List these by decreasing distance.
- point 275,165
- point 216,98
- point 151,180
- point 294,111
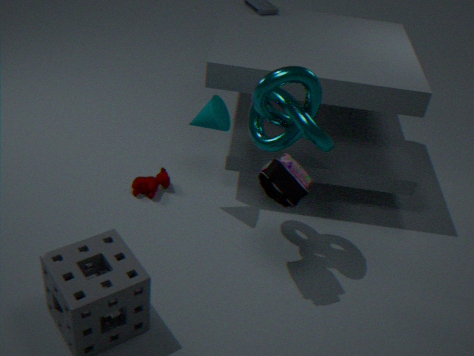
point 151,180 < point 216,98 < point 294,111 < point 275,165
